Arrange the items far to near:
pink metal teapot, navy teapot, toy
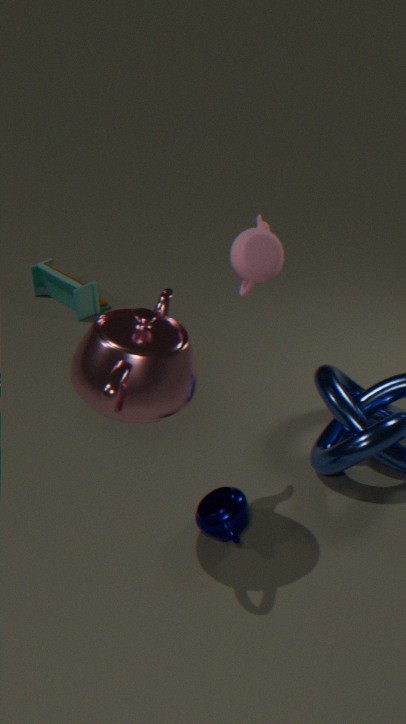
1. toy
2. navy teapot
3. pink metal teapot
